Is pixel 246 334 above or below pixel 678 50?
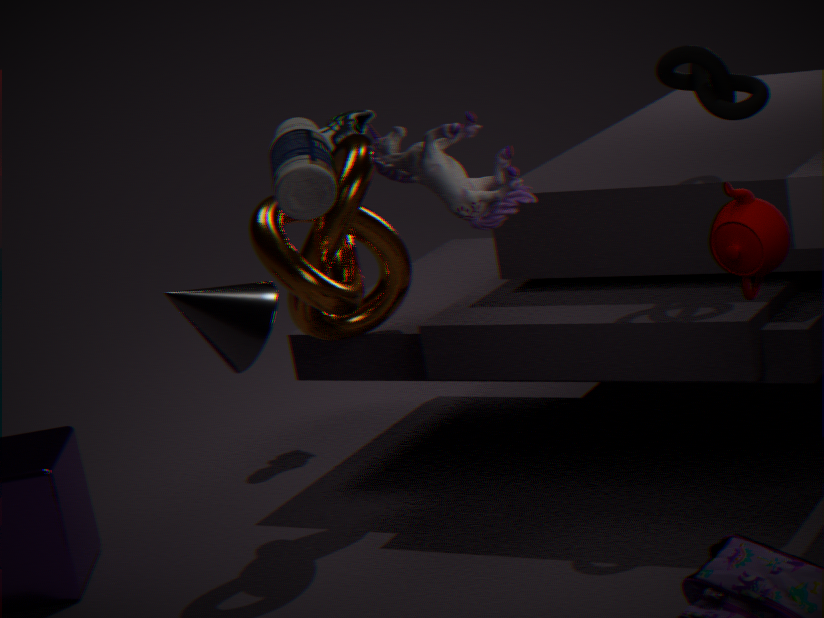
below
